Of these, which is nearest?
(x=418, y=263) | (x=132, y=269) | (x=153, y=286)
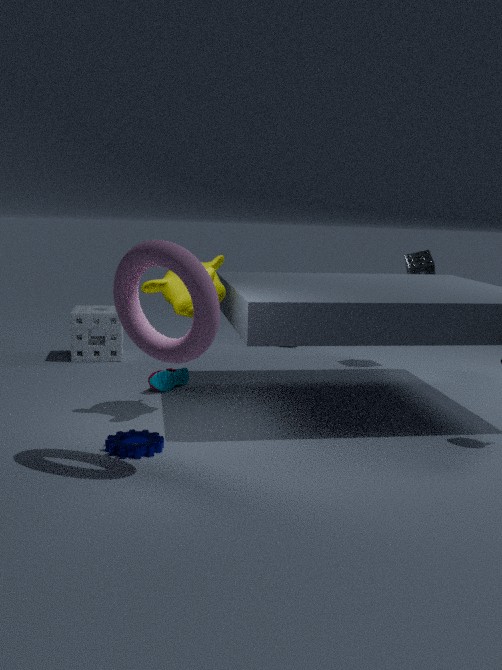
(x=132, y=269)
